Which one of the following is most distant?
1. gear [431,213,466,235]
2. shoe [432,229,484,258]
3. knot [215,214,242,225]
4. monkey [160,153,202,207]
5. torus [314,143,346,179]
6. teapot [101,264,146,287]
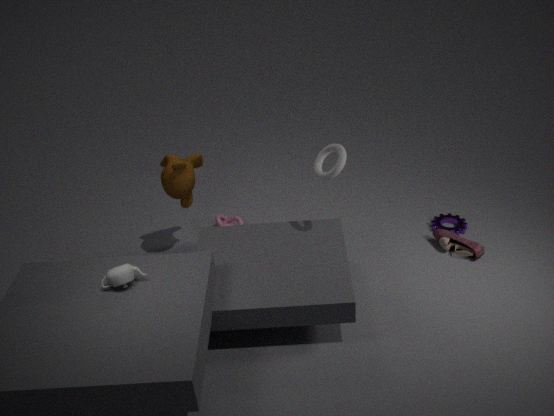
knot [215,214,242,225]
